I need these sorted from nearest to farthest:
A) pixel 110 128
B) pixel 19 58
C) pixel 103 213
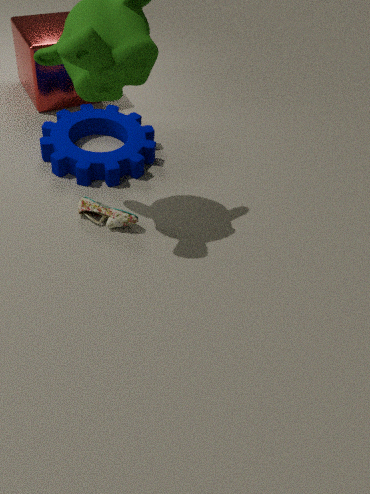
C. pixel 103 213
A. pixel 110 128
B. pixel 19 58
